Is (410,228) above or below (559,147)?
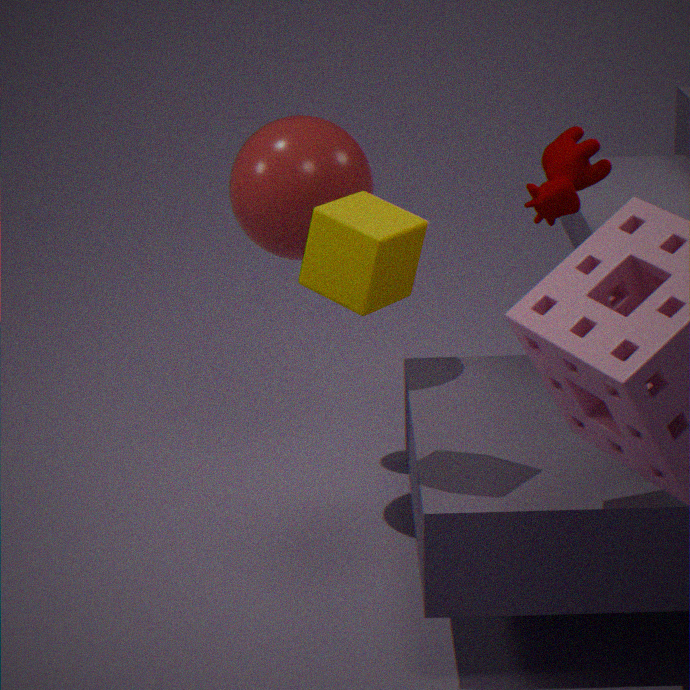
below
